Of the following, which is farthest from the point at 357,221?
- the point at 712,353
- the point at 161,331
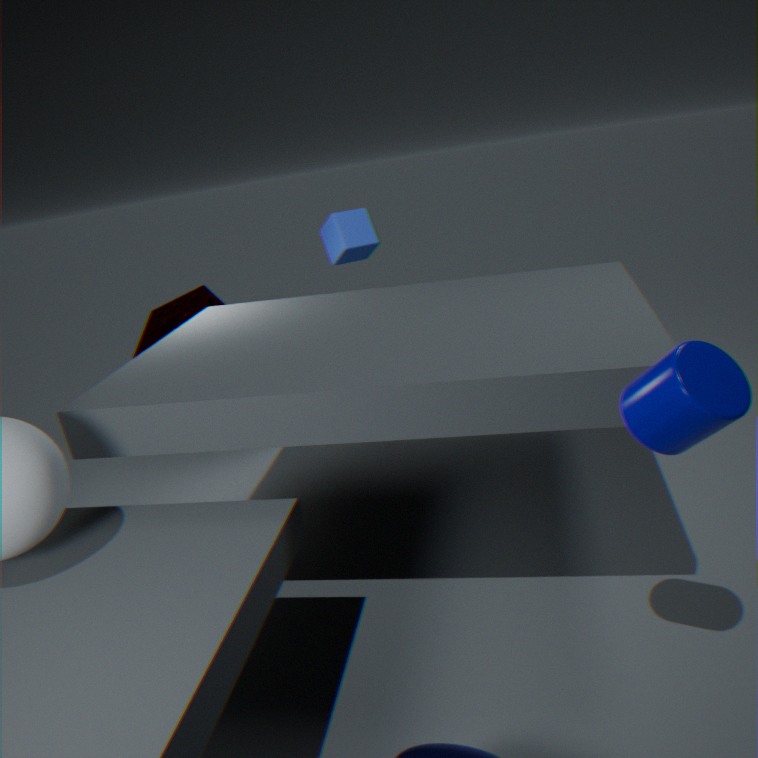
the point at 712,353
